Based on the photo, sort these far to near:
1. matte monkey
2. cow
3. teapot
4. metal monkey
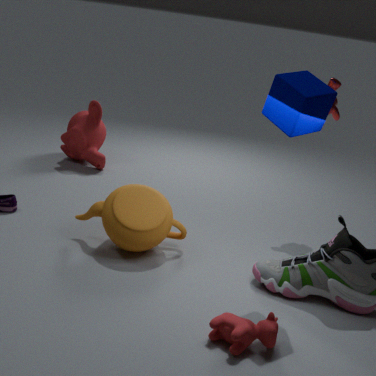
matte monkey → metal monkey → teapot → cow
